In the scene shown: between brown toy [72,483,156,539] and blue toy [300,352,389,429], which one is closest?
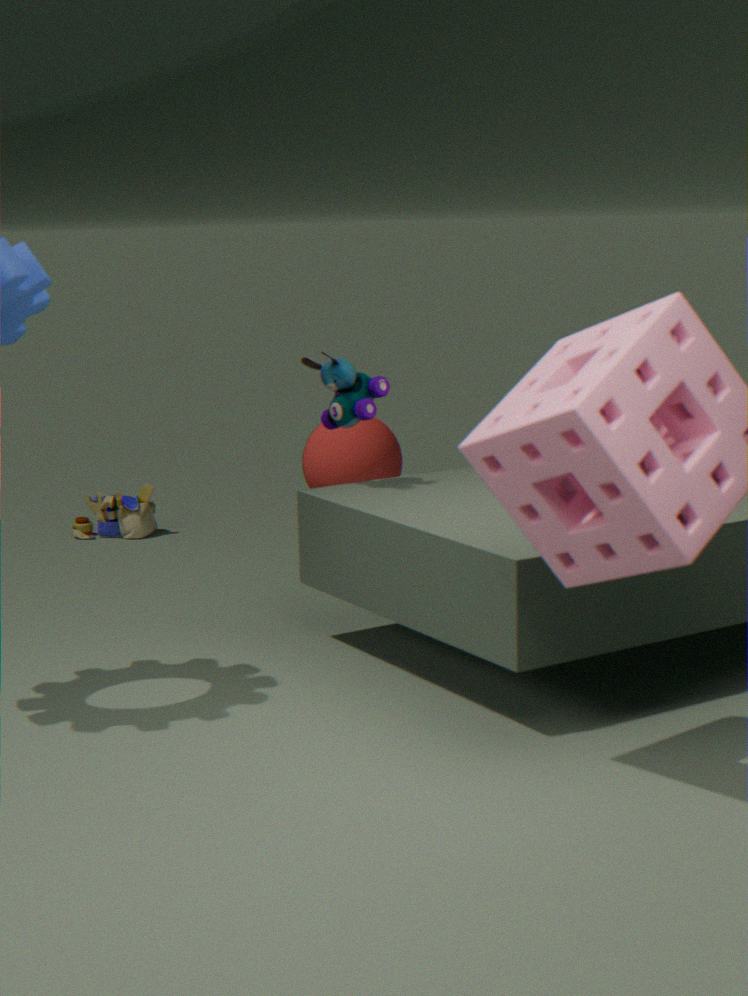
blue toy [300,352,389,429]
